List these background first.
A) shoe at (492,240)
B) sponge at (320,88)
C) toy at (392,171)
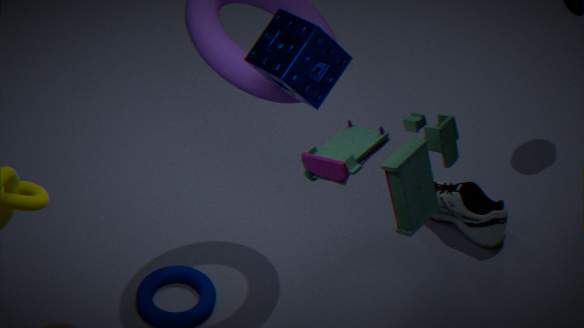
shoe at (492,240)
sponge at (320,88)
toy at (392,171)
